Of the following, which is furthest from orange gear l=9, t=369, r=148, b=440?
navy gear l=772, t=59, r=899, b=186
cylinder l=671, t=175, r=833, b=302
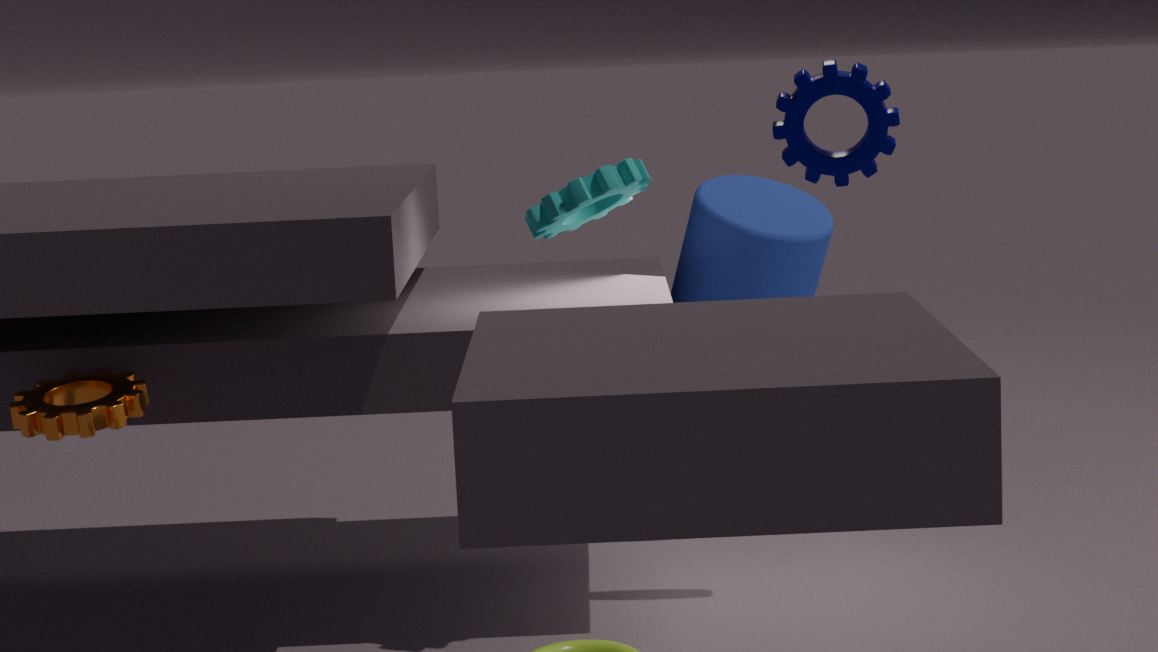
cylinder l=671, t=175, r=833, b=302
